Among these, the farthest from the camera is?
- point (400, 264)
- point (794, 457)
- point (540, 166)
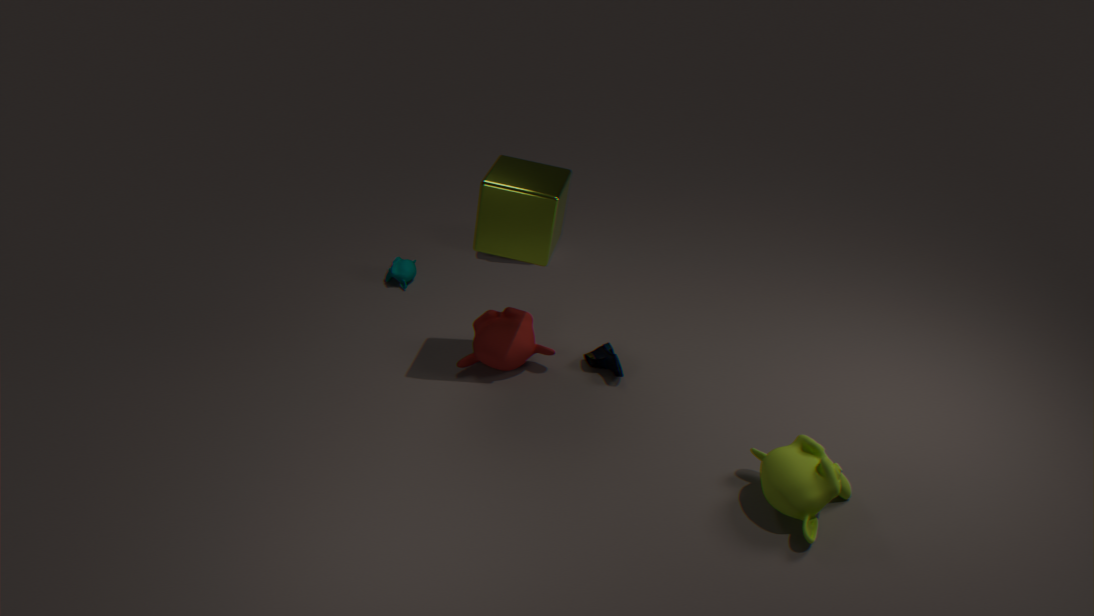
point (400, 264)
